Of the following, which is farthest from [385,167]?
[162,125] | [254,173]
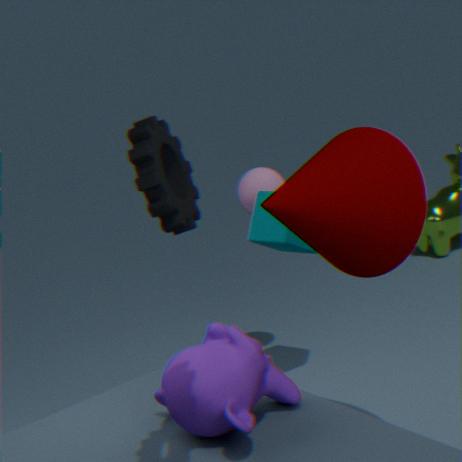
[254,173]
